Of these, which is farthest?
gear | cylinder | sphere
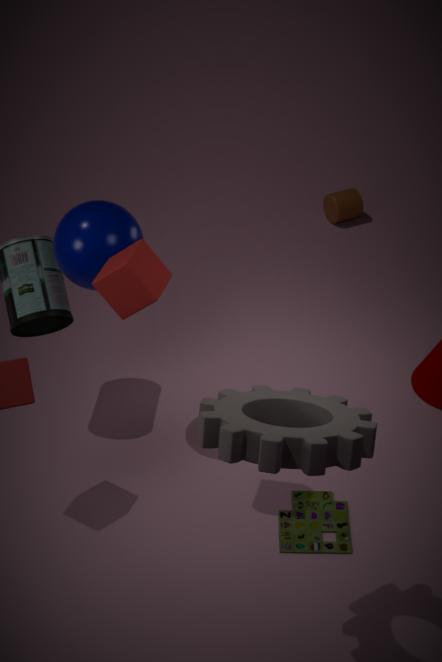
cylinder
